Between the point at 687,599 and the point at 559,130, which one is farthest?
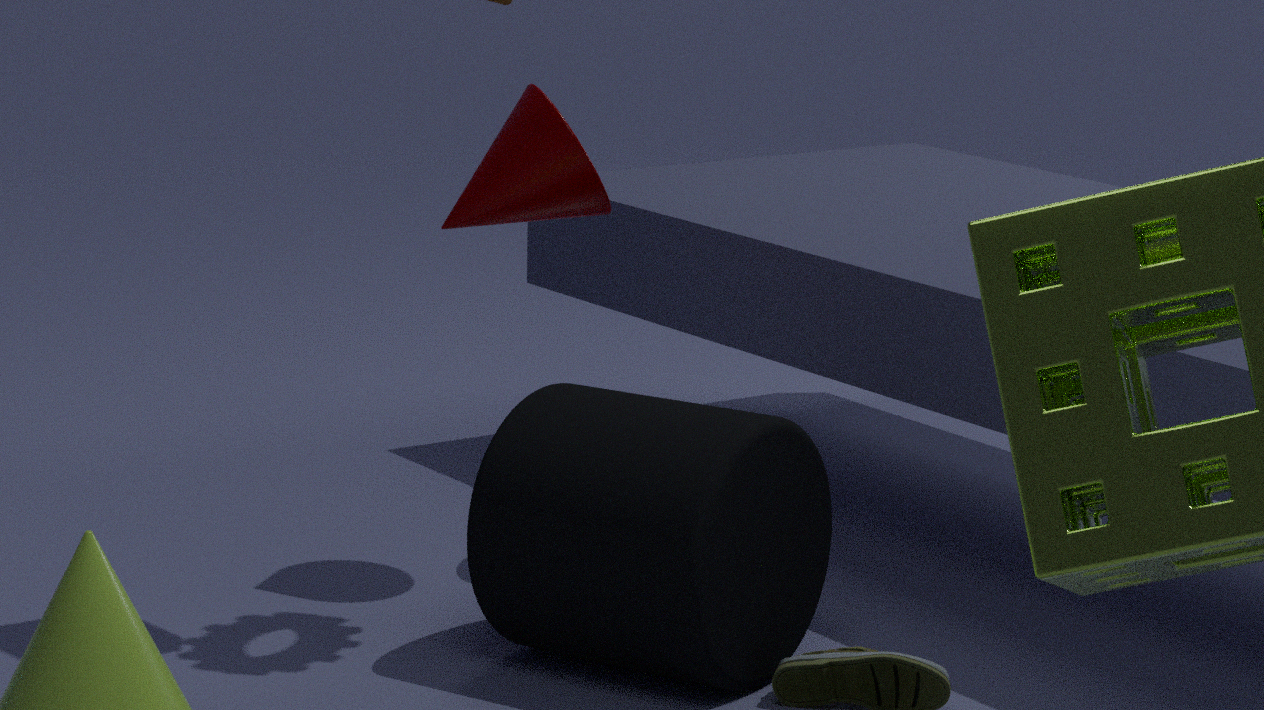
the point at 559,130
